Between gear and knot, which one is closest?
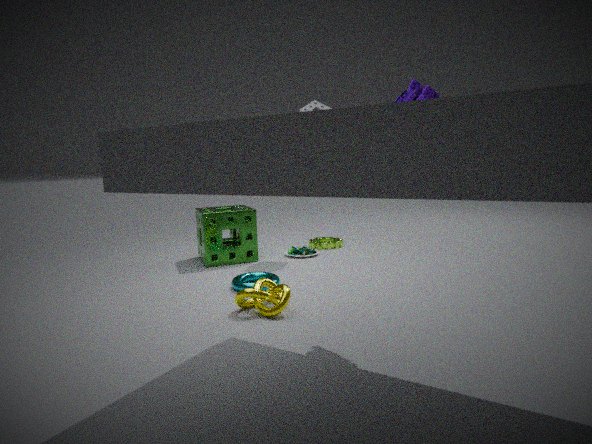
knot
